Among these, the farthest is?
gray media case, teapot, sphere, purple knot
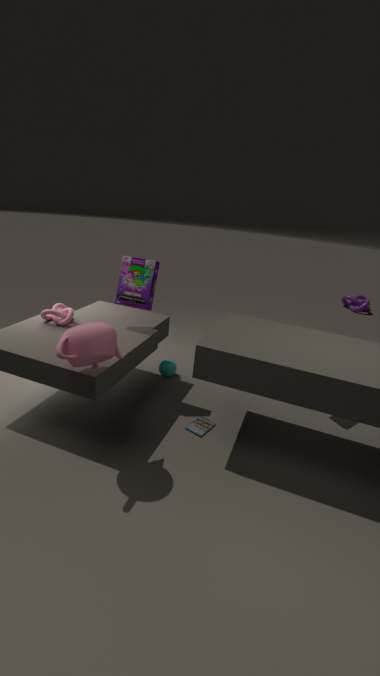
purple knot
